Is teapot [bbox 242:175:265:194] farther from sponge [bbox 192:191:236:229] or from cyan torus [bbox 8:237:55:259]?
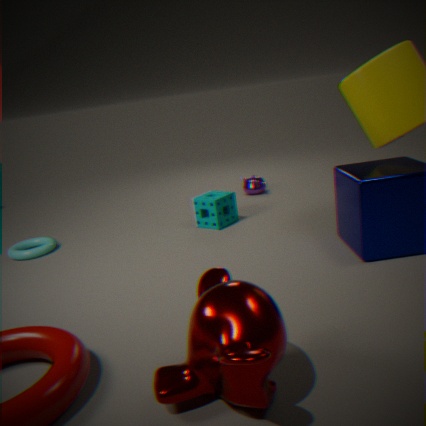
cyan torus [bbox 8:237:55:259]
